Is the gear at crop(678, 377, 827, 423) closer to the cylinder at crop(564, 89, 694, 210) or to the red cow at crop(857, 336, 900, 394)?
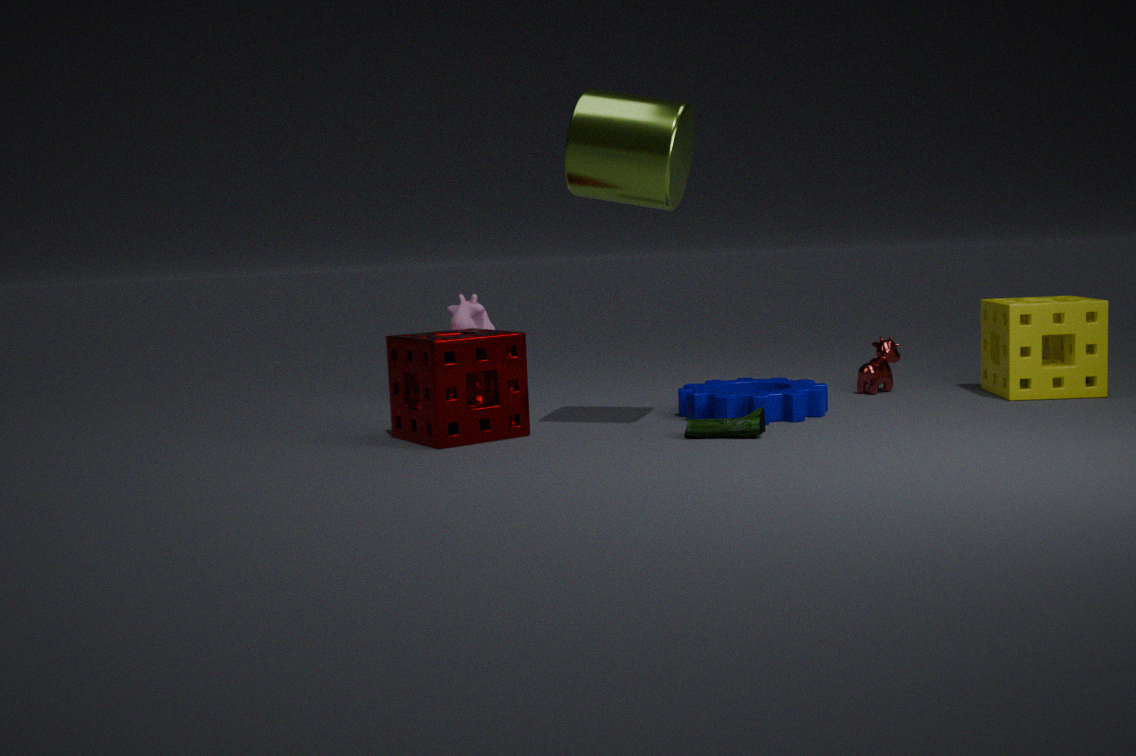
the red cow at crop(857, 336, 900, 394)
